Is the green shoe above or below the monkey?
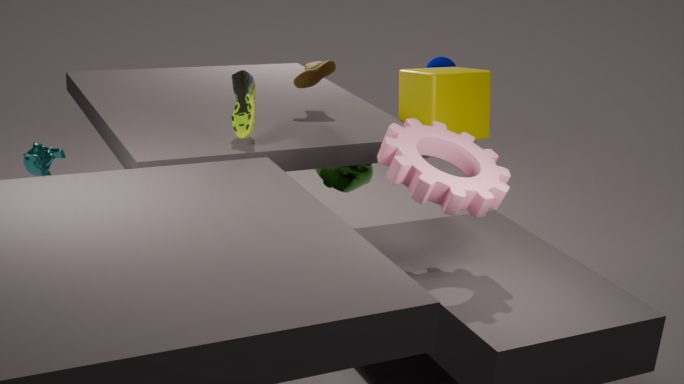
above
